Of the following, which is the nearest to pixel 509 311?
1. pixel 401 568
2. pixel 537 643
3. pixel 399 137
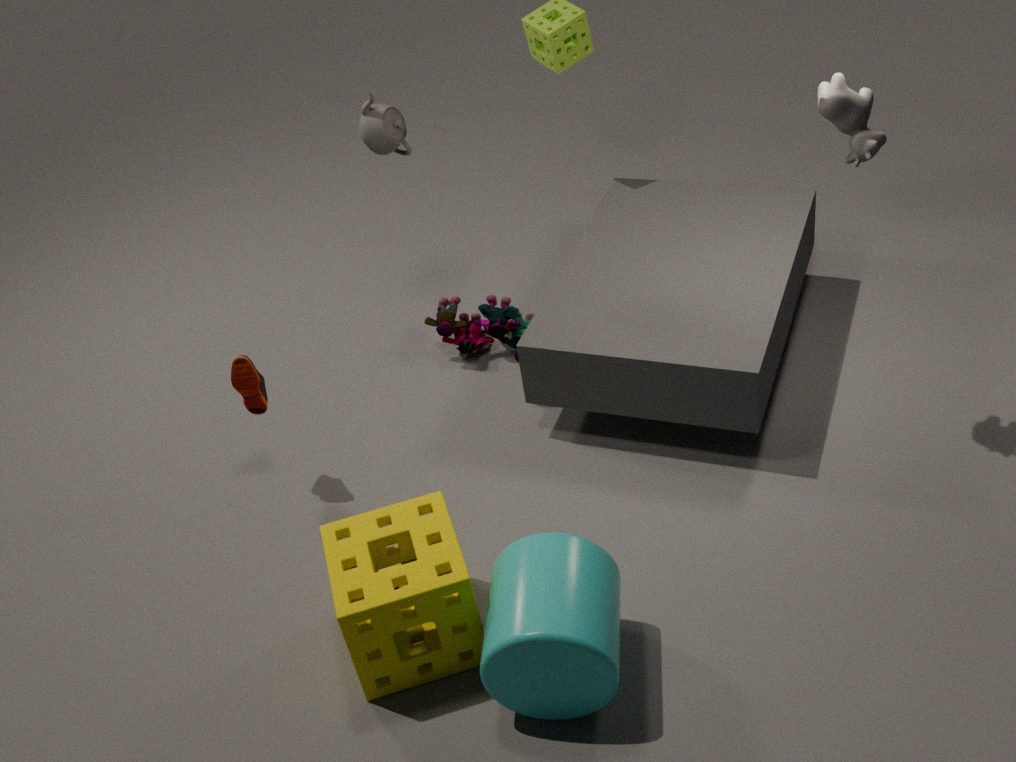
pixel 399 137
